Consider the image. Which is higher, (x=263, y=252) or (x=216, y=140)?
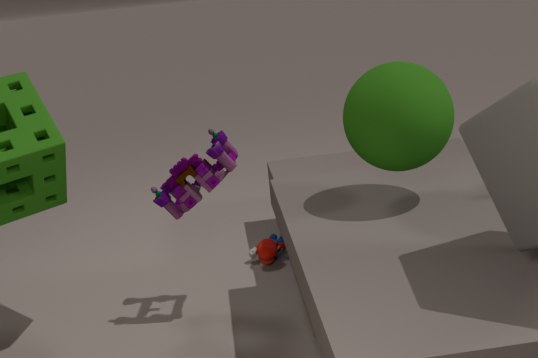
(x=216, y=140)
